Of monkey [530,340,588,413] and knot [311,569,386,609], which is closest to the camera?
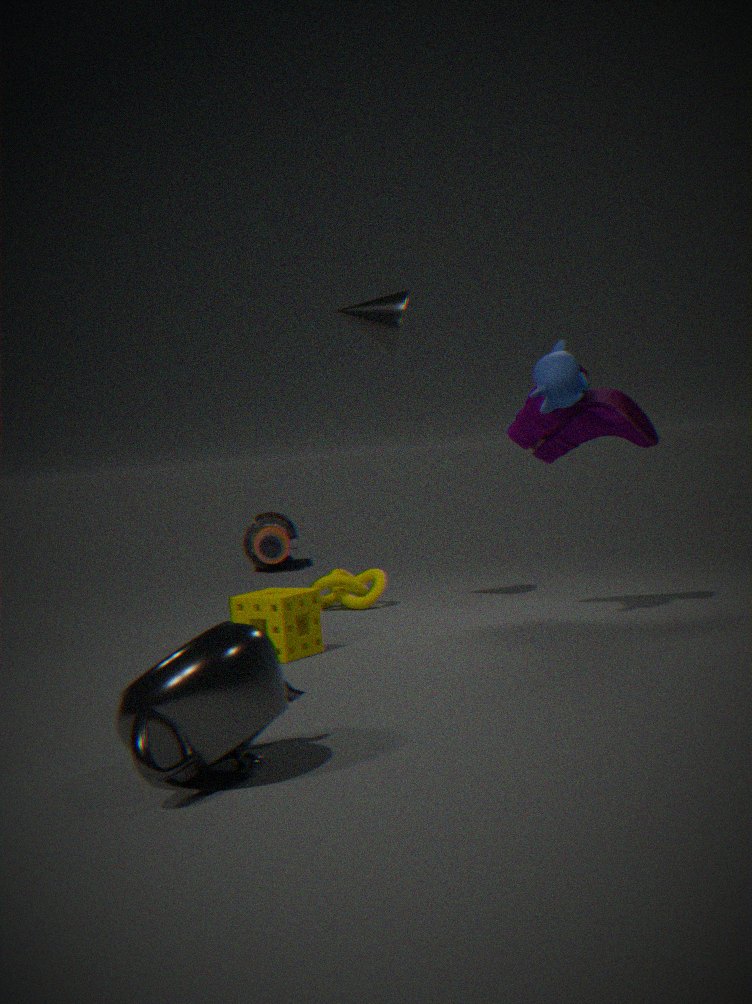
monkey [530,340,588,413]
